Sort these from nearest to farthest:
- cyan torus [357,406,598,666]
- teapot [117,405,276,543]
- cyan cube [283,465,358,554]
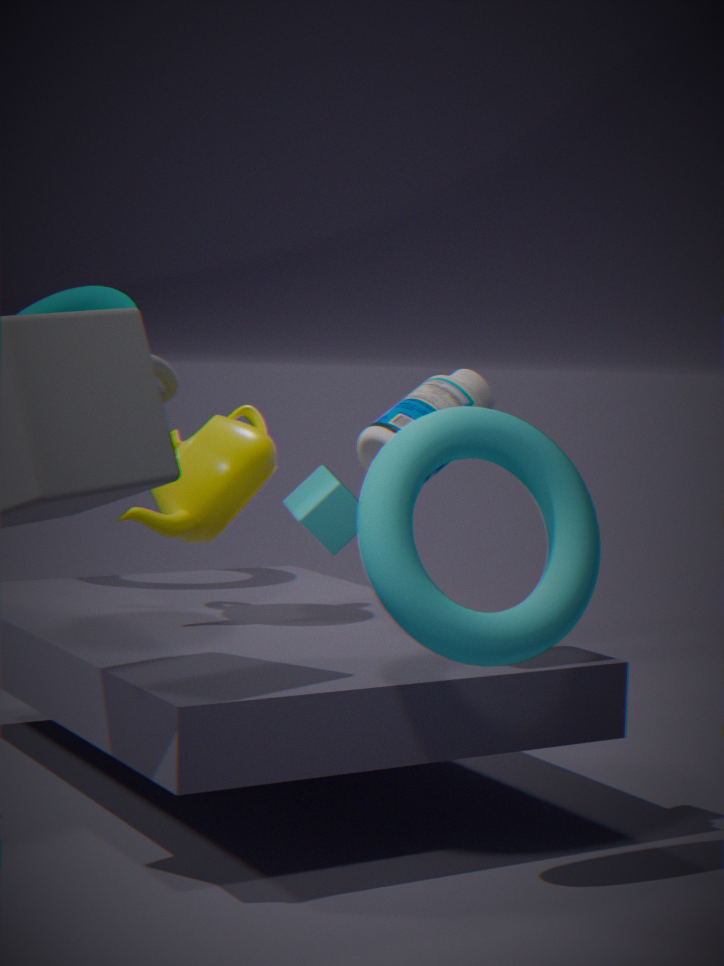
1. cyan torus [357,406,598,666]
2. teapot [117,405,276,543]
3. cyan cube [283,465,358,554]
